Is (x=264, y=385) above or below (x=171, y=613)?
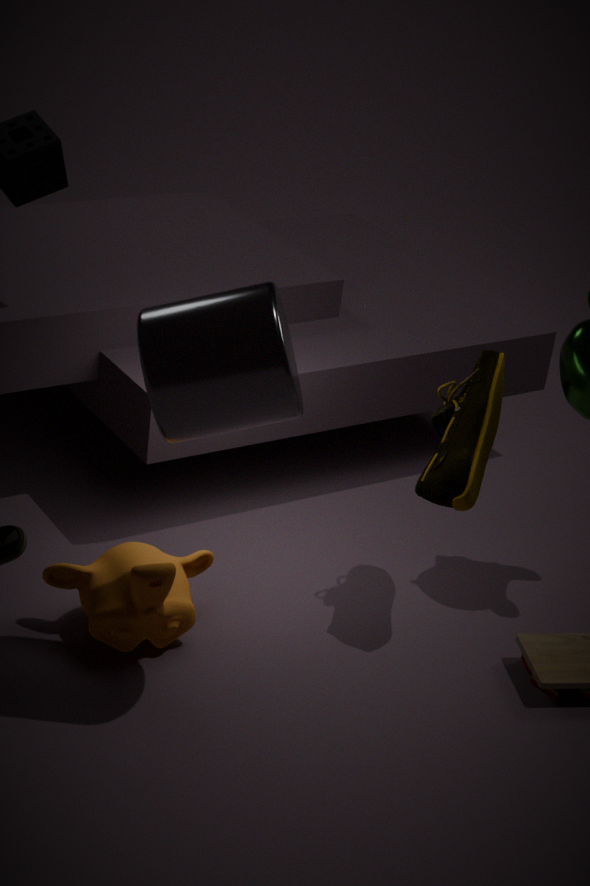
above
